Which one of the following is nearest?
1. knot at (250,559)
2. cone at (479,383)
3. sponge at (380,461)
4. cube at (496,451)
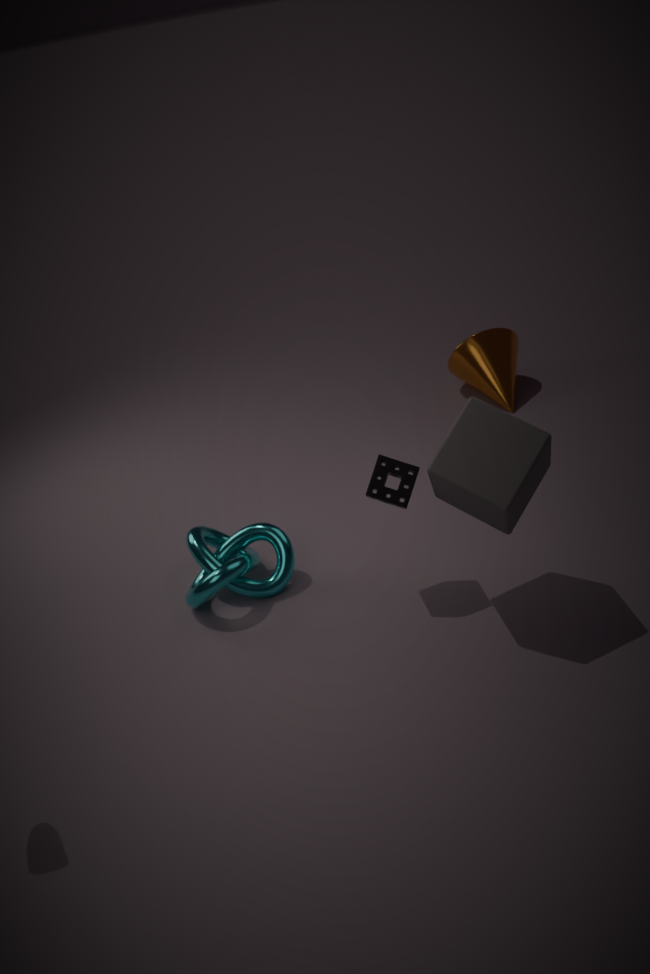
cube at (496,451)
